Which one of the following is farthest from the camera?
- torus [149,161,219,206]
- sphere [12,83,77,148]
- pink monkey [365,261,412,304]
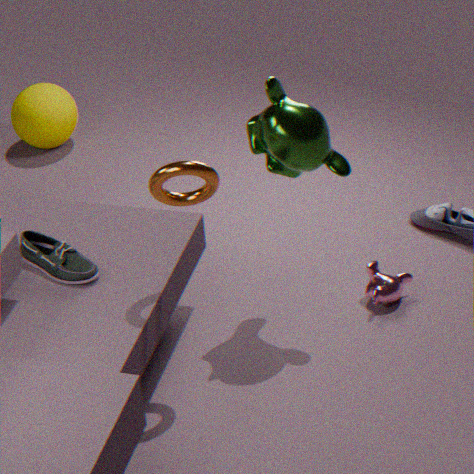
sphere [12,83,77,148]
